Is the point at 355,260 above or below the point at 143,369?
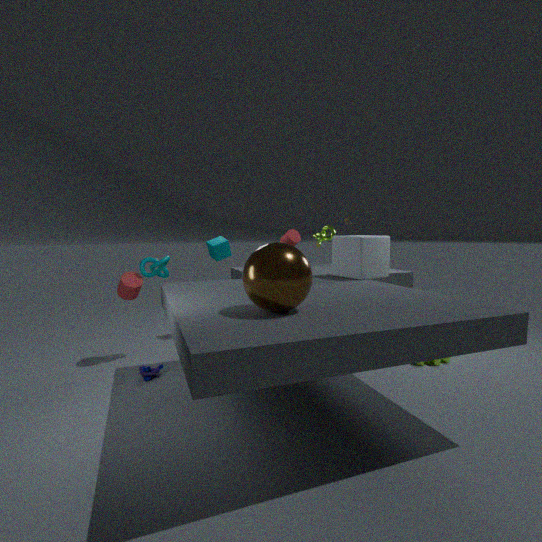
above
